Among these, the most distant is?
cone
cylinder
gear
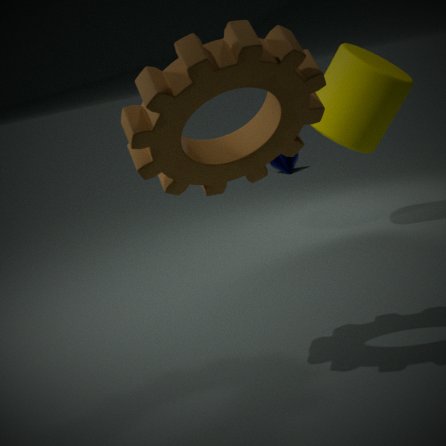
cone
